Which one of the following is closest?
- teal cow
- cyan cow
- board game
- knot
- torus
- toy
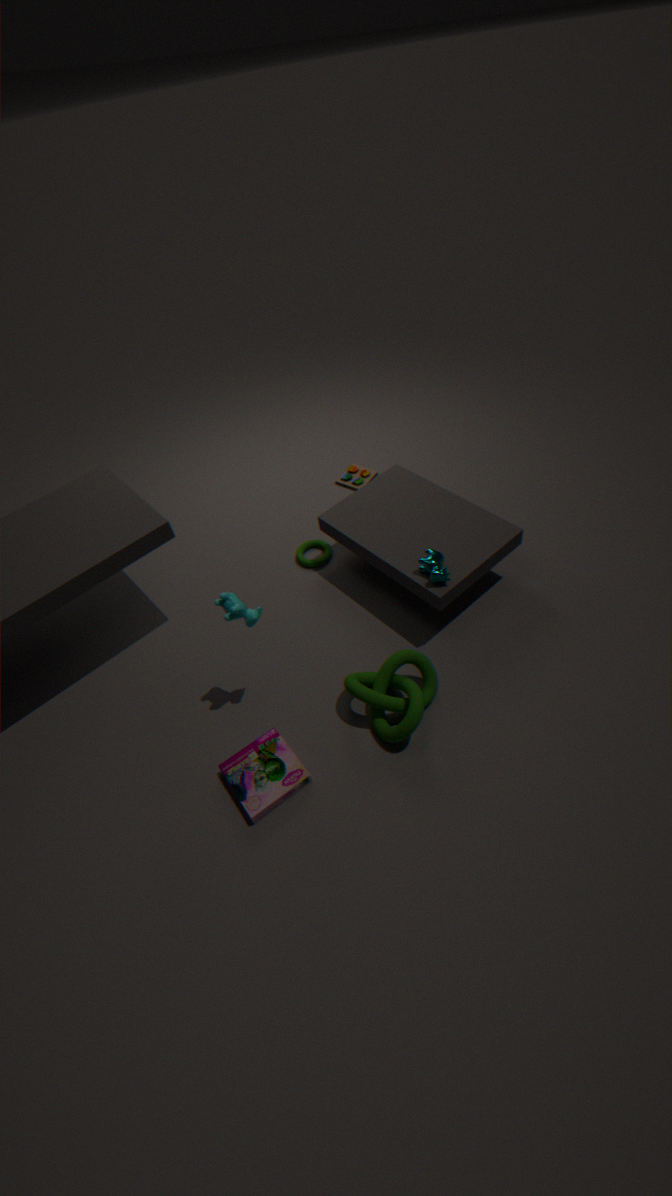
board game
